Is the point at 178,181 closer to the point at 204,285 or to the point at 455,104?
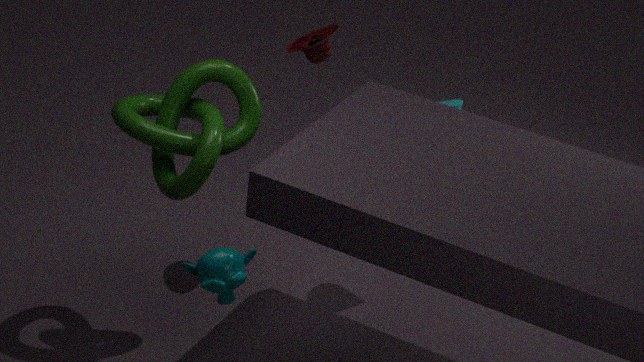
the point at 204,285
